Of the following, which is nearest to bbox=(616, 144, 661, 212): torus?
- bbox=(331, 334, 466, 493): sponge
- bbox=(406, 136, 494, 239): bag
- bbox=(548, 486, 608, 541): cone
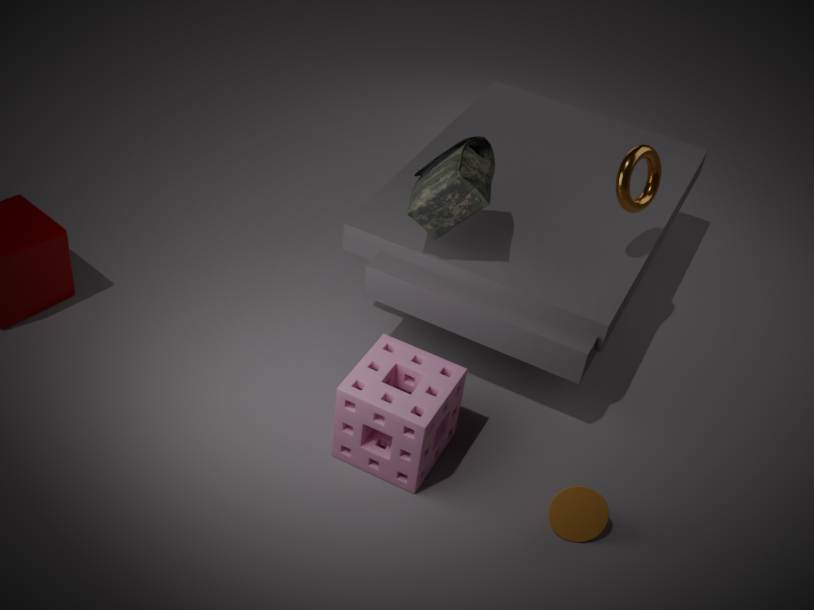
bbox=(406, 136, 494, 239): bag
